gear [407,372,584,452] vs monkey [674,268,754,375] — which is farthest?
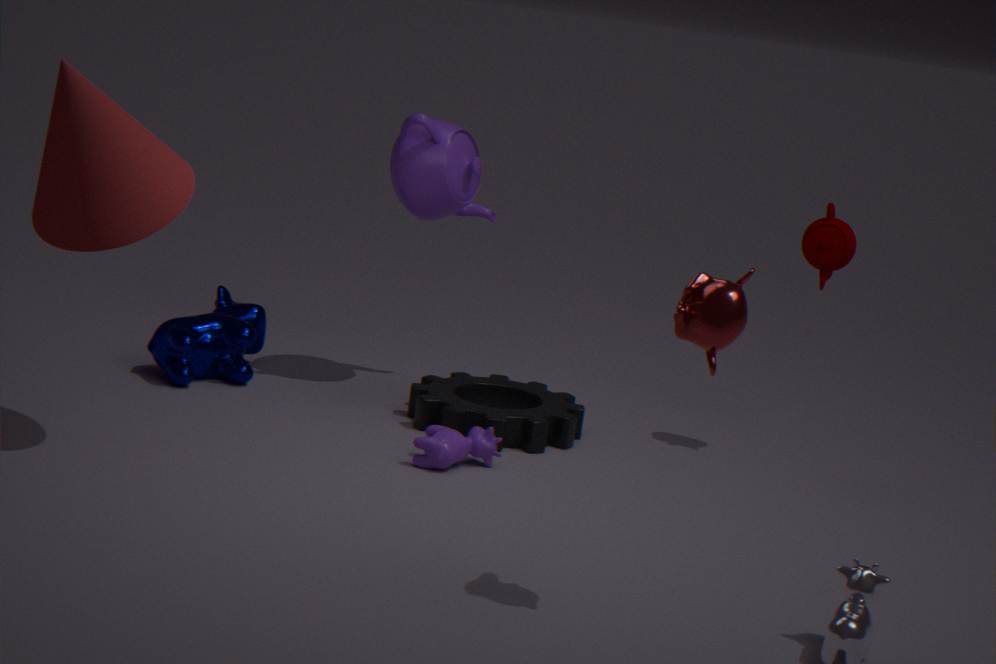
gear [407,372,584,452]
